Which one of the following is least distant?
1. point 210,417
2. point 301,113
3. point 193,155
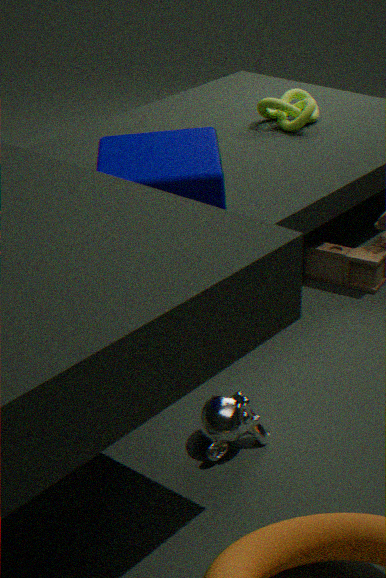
point 210,417
